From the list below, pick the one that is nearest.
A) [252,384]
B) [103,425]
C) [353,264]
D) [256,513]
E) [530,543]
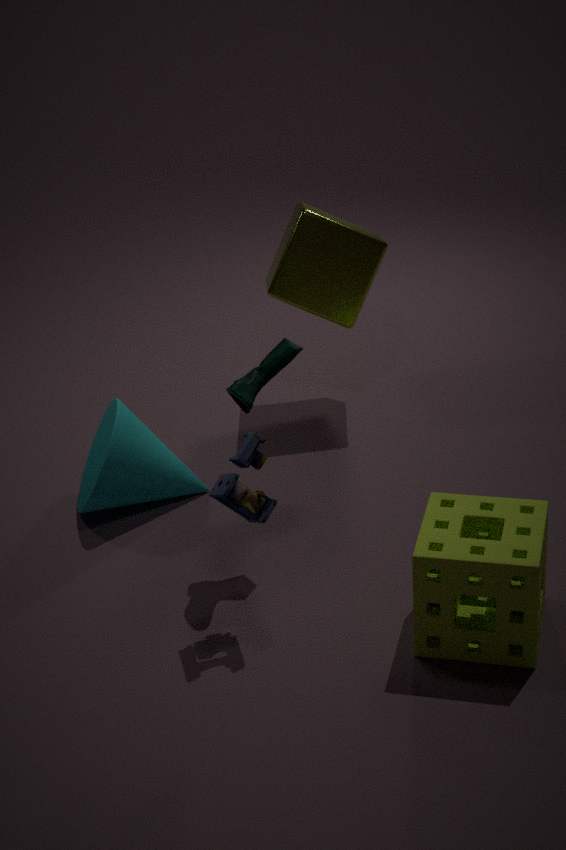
[530,543]
